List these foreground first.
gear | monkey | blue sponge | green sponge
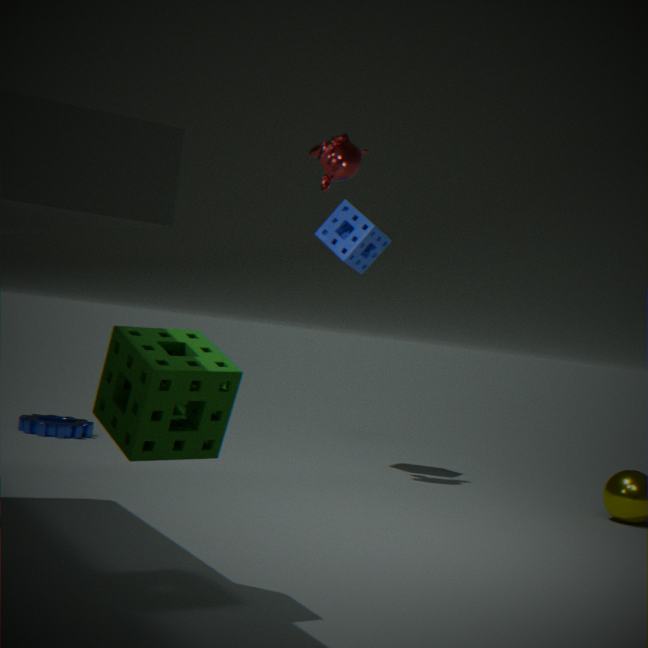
green sponge → monkey → gear → blue sponge
